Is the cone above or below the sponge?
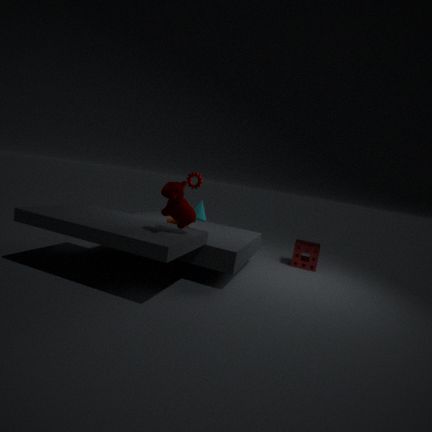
above
